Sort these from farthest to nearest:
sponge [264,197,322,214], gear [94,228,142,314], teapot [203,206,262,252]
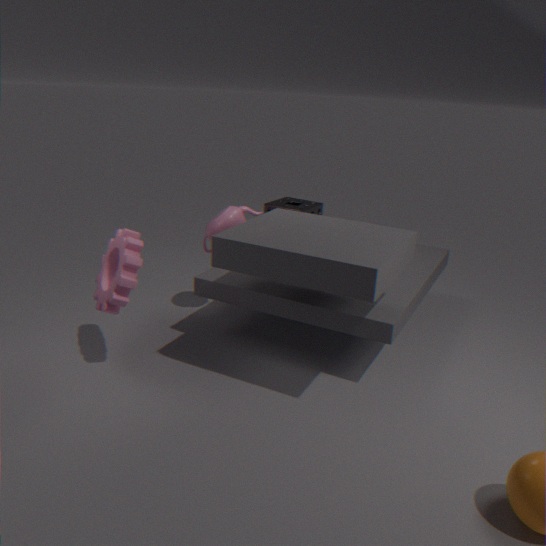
sponge [264,197,322,214]
teapot [203,206,262,252]
gear [94,228,142,314]
